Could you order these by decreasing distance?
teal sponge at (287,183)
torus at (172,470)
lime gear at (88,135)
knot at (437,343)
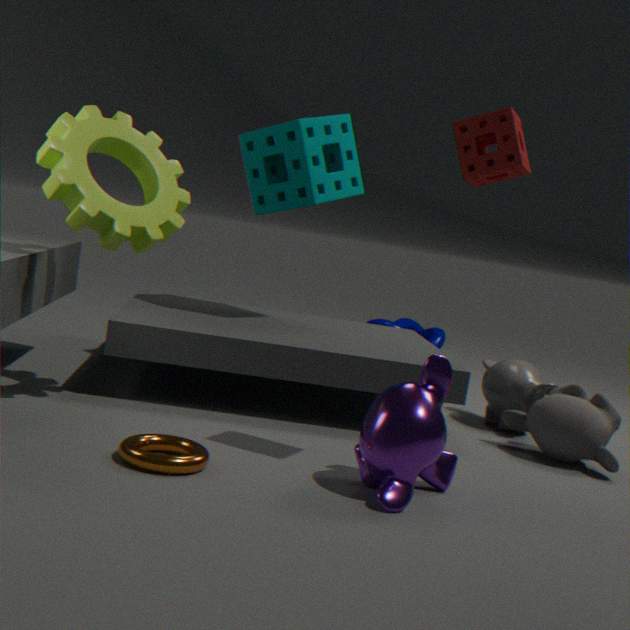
knot at (437,343)
teal sponge at (287,183)
lime gear at (88,135)
torus at (172,470)
